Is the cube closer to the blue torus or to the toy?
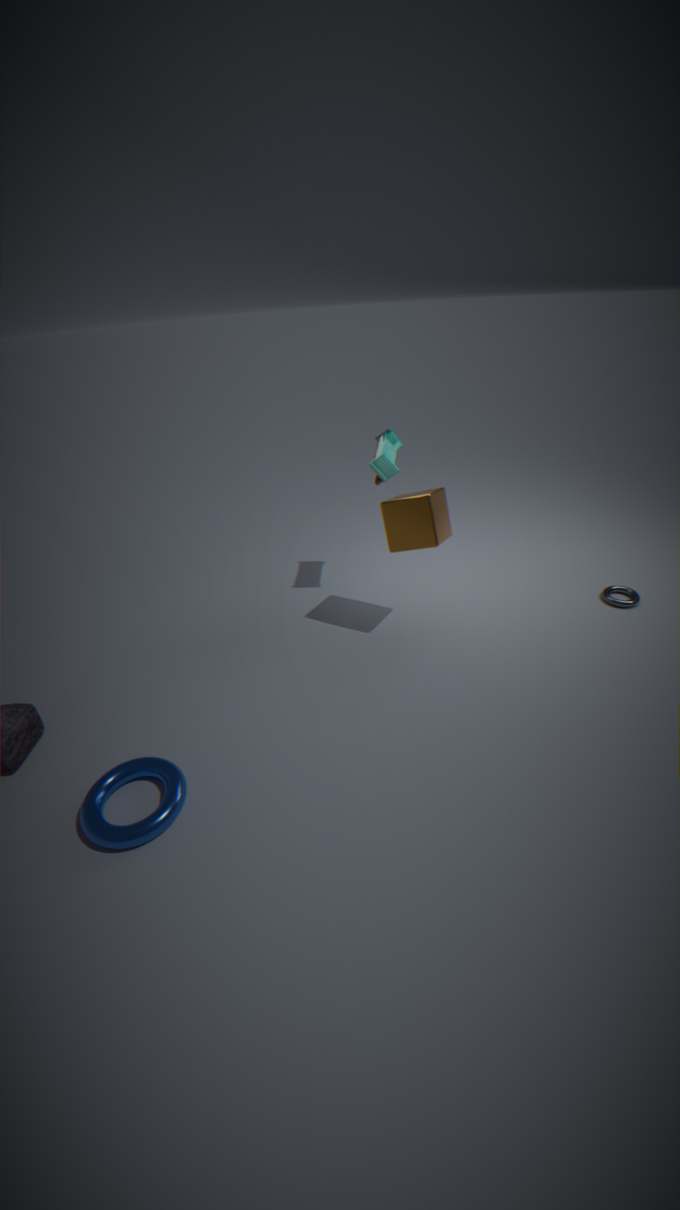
the toy
